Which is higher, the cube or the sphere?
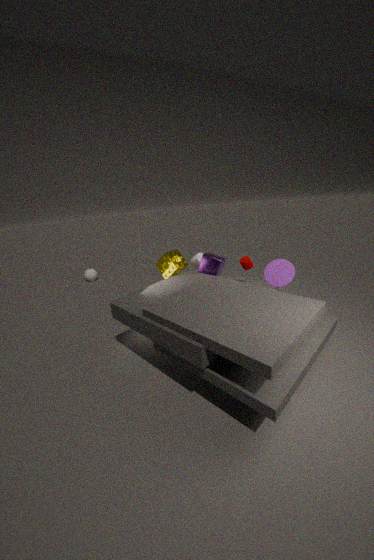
the cube
